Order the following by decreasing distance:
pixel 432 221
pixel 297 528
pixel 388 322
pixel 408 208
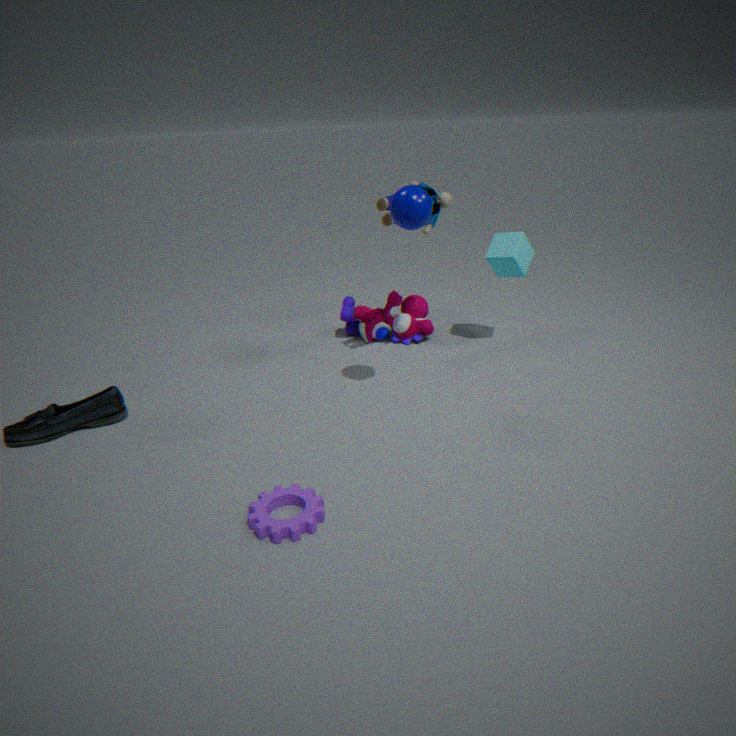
pixel 388 322, pixel 432 221, pixel 408 208, pixel 297 528
